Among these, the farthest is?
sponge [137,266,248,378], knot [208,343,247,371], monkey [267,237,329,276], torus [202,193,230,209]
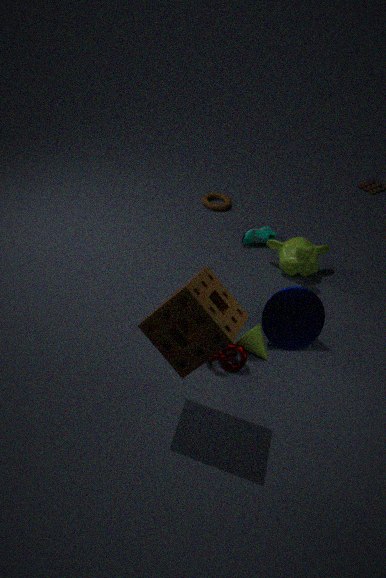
torus [202,193,230,209]
